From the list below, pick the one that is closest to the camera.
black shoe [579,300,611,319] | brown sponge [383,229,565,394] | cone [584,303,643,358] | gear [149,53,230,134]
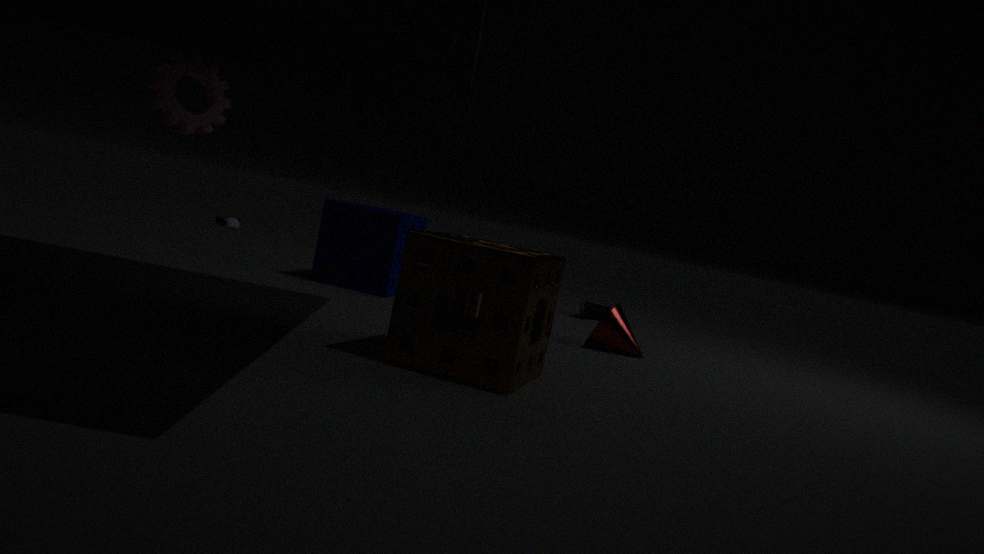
brown sponge [383,229,565,394]
